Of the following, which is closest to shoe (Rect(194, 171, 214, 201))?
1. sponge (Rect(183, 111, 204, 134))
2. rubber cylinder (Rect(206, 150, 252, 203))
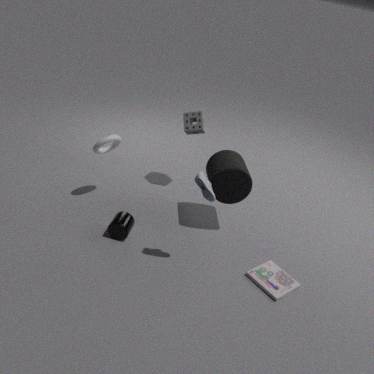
rubber cylinder (Rect(206, 150, 252, 203))
